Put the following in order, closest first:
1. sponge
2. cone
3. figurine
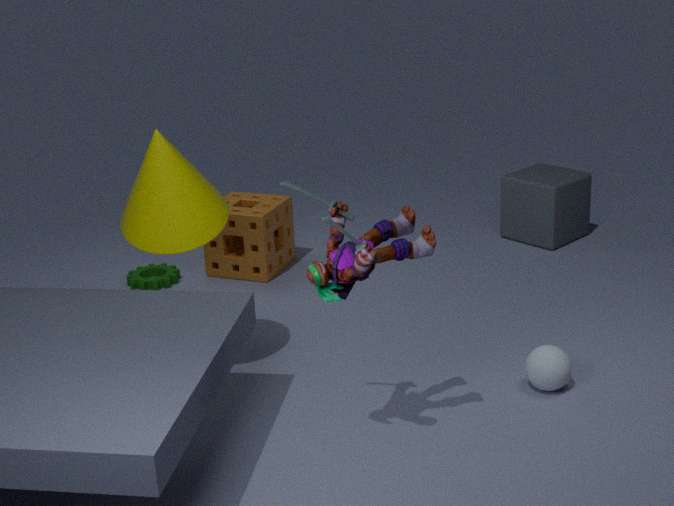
figurine, cone, sponge
